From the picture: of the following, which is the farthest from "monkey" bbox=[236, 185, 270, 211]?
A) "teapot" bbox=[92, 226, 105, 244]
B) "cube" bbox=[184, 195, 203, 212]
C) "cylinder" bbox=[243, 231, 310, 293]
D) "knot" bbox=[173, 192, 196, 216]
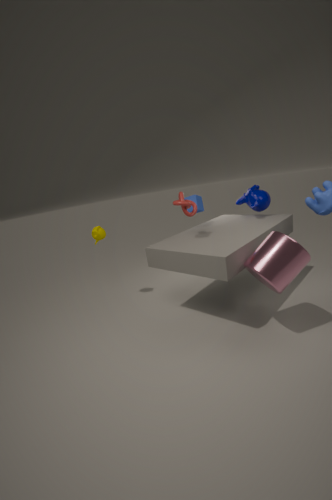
"teapot" bbox=[92, 226, 105, 244]
